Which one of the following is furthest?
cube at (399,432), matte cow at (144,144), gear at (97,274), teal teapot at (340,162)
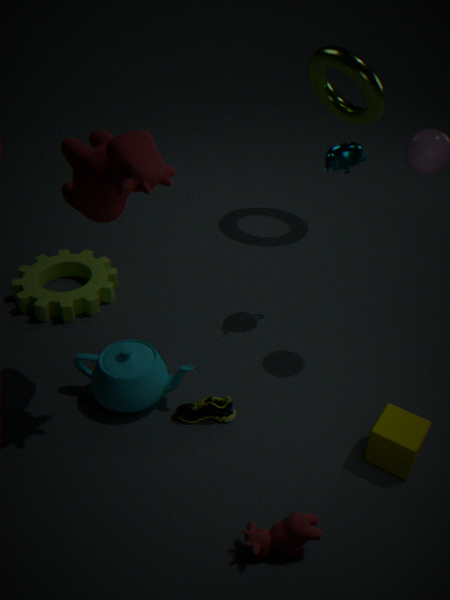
gear at (97,274)
